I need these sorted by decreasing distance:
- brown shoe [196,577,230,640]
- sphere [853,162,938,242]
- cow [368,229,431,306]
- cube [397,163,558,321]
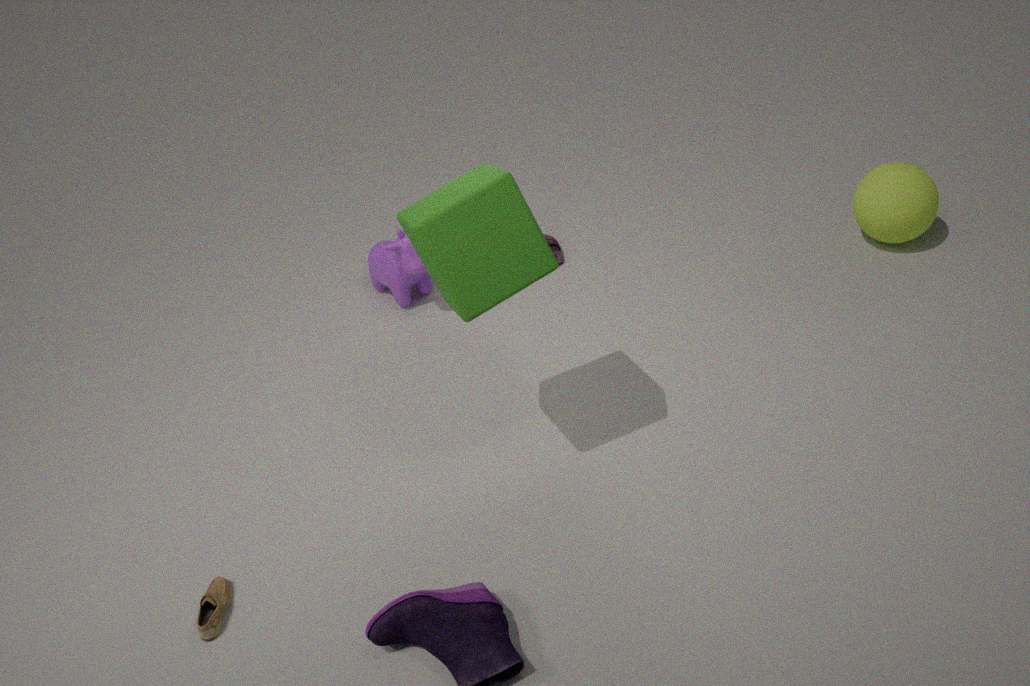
cow [368,229,431,306] < sphere [853,162,938,242] < brown shoe [196,577,230,640] < cube [397,163,558,321]
